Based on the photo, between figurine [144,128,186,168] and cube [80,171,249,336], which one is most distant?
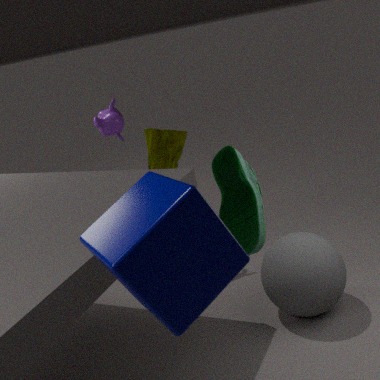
figurine [144,128,186,168]
